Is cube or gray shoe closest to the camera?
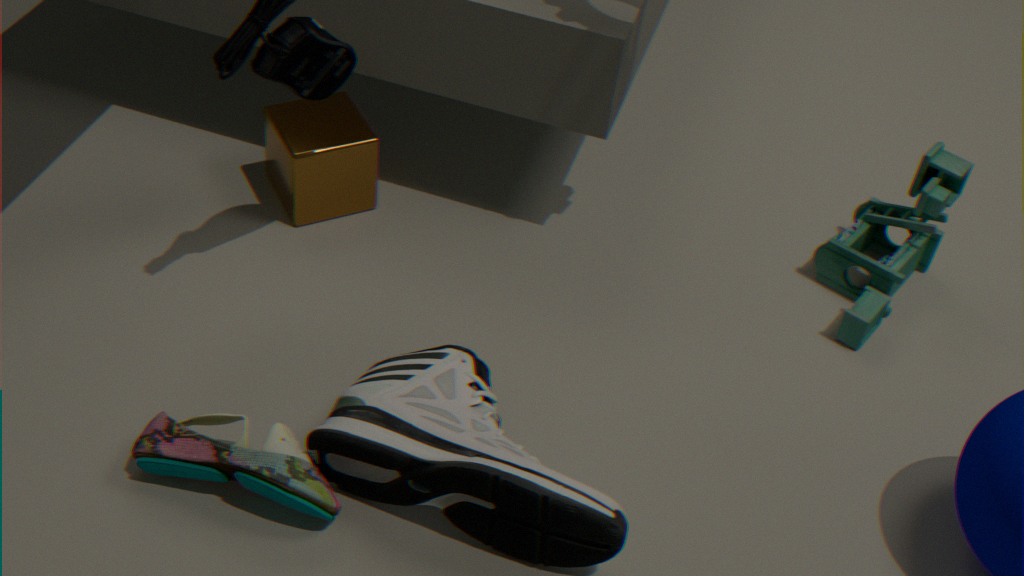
gray shoe
